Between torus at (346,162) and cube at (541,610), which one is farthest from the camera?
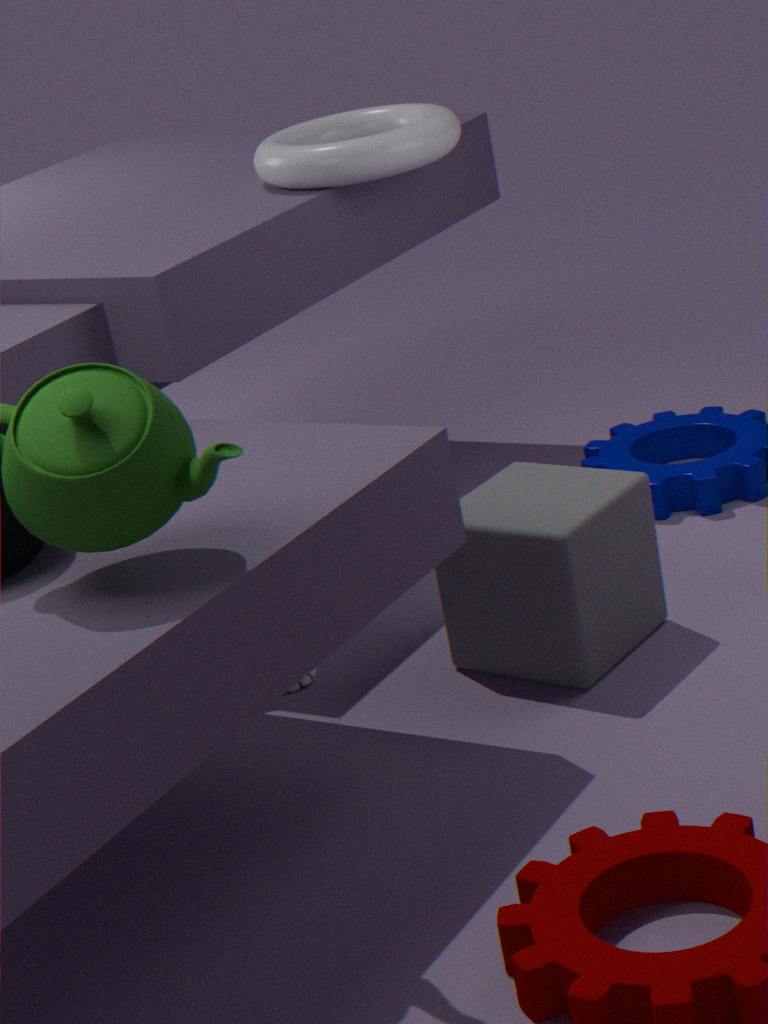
torus at (346,162)
